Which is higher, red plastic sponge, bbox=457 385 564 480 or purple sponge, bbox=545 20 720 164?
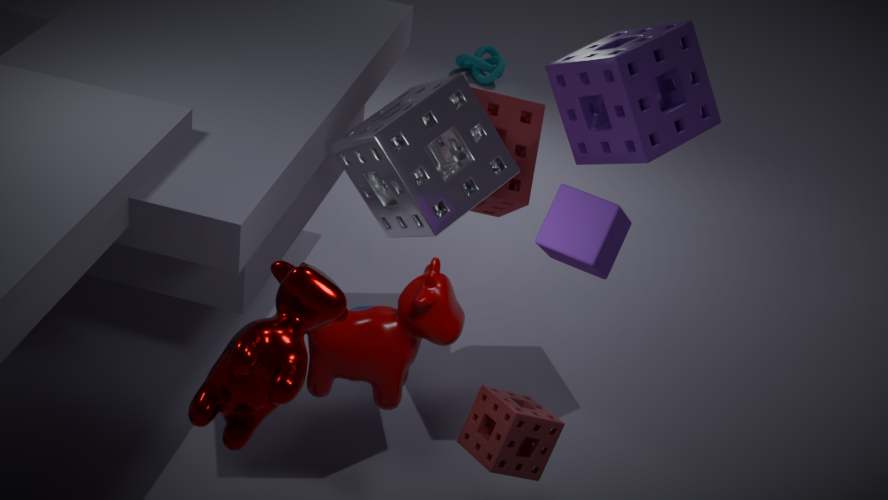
purple sponge, bbox=545 20 720 164
